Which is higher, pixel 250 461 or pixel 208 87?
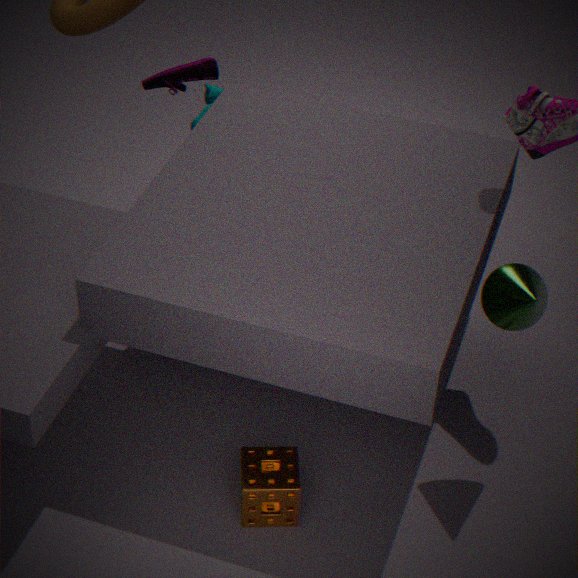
pixel 208 87
